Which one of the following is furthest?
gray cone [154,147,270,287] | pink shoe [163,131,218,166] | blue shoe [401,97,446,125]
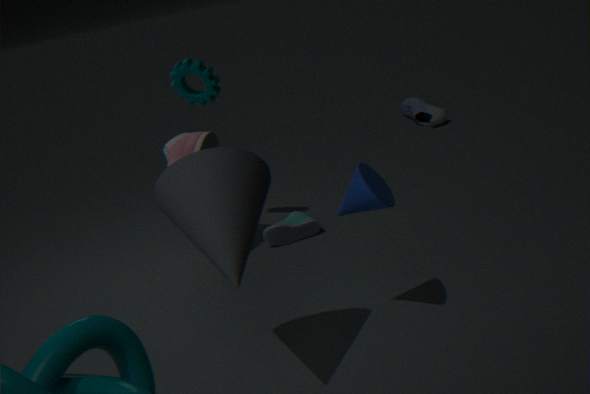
blue shoe [401,97,446,125]
